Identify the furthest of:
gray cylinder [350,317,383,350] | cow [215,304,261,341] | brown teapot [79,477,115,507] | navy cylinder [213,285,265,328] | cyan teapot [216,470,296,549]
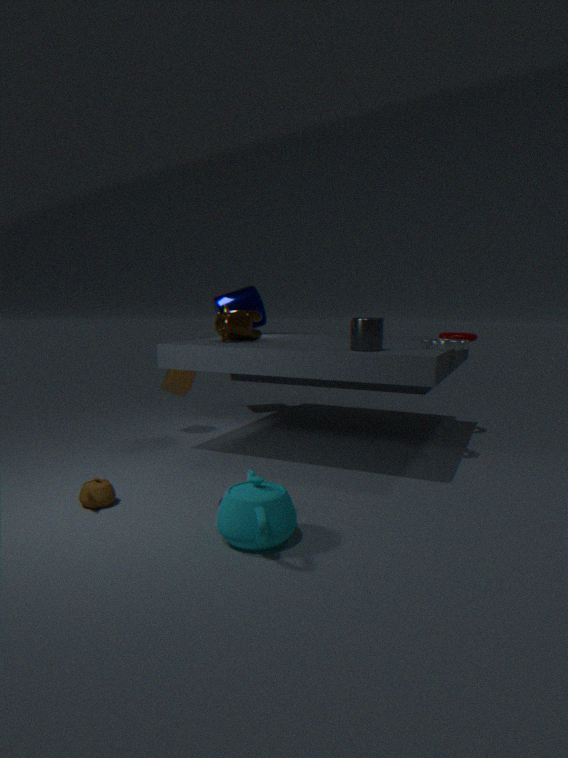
navy cylinder [213,285,265,328]
